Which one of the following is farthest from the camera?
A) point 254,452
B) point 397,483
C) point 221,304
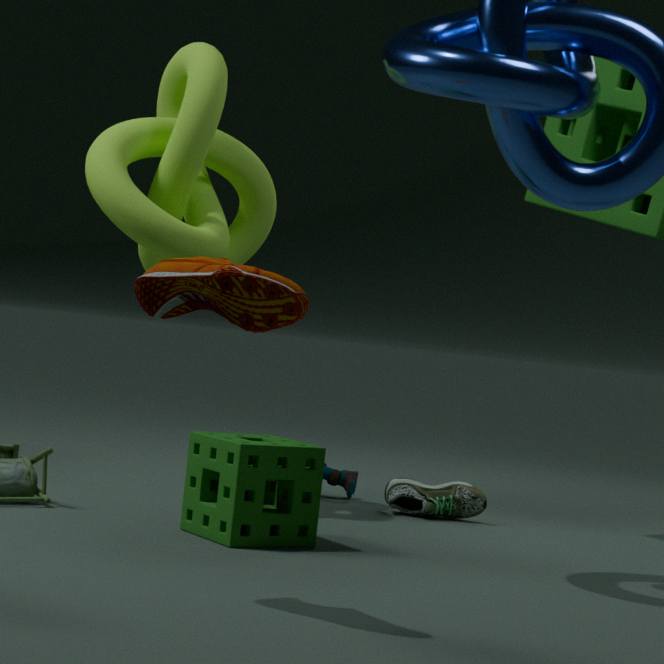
point 397,483
